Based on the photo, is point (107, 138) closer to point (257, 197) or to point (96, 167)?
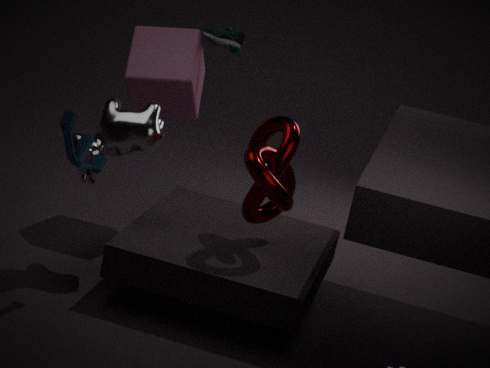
point (96, 167)
